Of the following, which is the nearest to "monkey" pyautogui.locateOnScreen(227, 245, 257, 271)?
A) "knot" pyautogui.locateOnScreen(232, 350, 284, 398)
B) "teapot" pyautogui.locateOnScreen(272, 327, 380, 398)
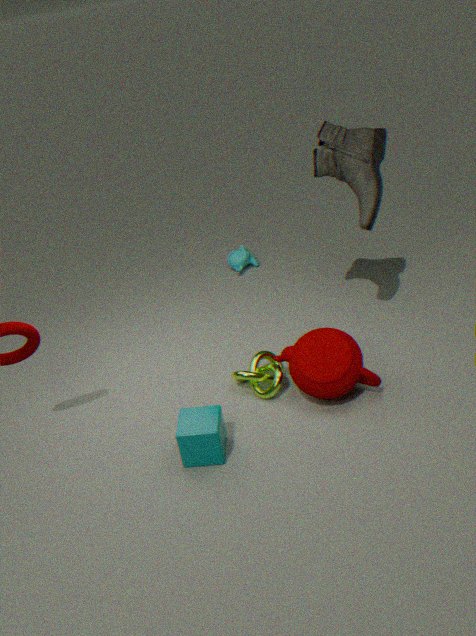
"knot" pyautogui.locateOnScreen(232, 350, 284, 398)
